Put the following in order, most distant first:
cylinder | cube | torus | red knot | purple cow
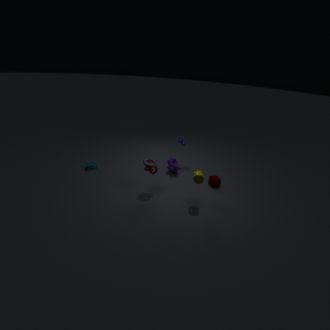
purple cow, cube, torus, red knot, cylinder
